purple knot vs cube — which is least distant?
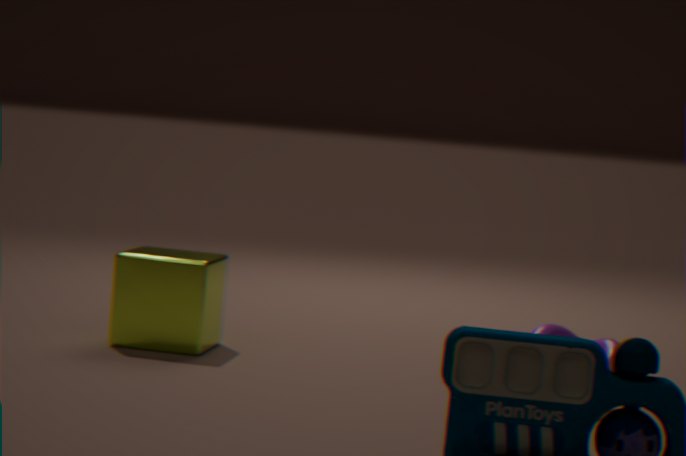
purple knot
